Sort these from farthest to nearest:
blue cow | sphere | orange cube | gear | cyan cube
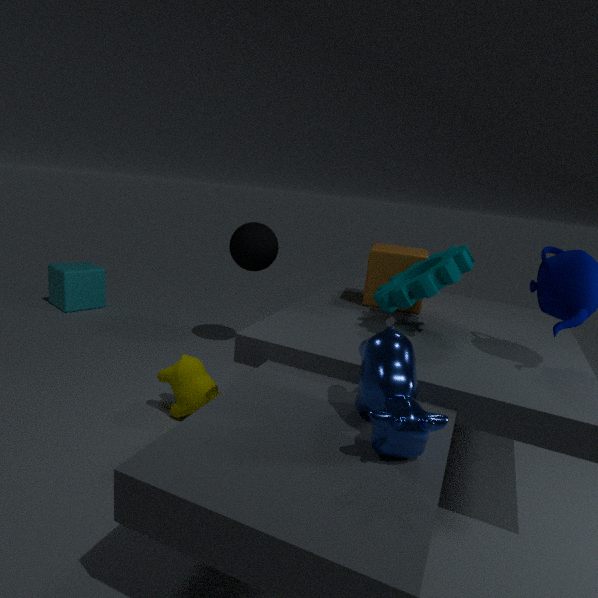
cyan cube
sphere
orange cube
gear
blue cow
